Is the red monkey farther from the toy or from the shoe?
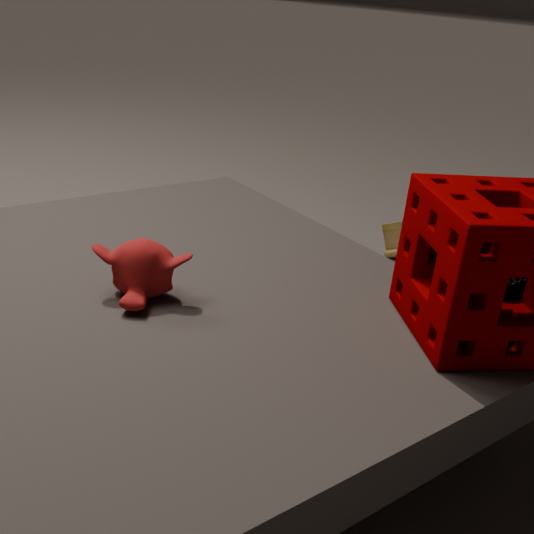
the toy
